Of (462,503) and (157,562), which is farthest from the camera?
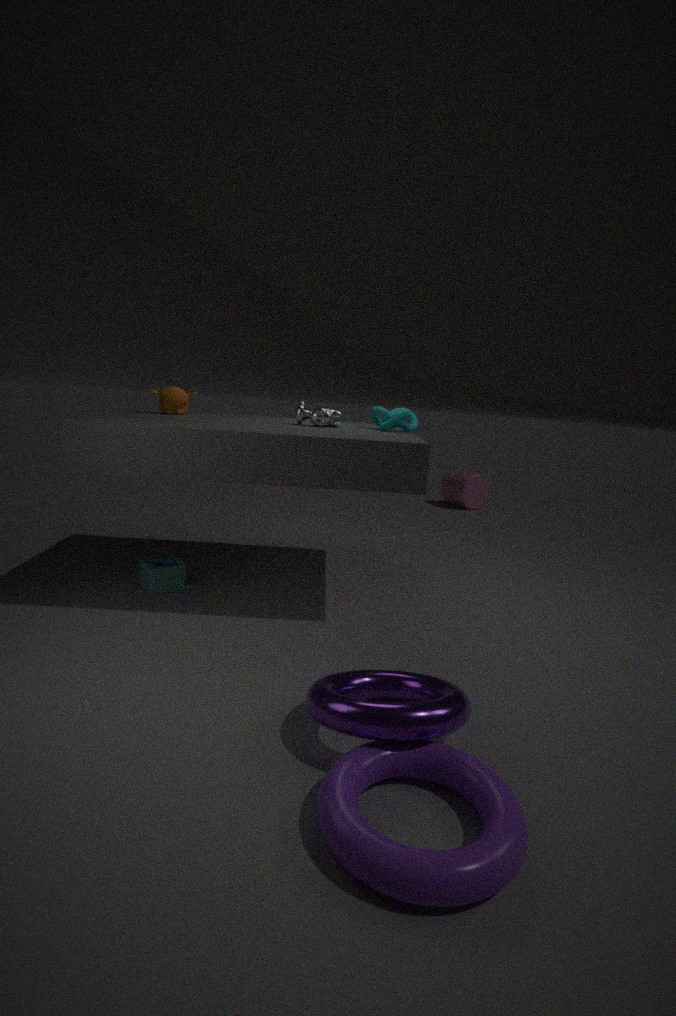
(462,503)
